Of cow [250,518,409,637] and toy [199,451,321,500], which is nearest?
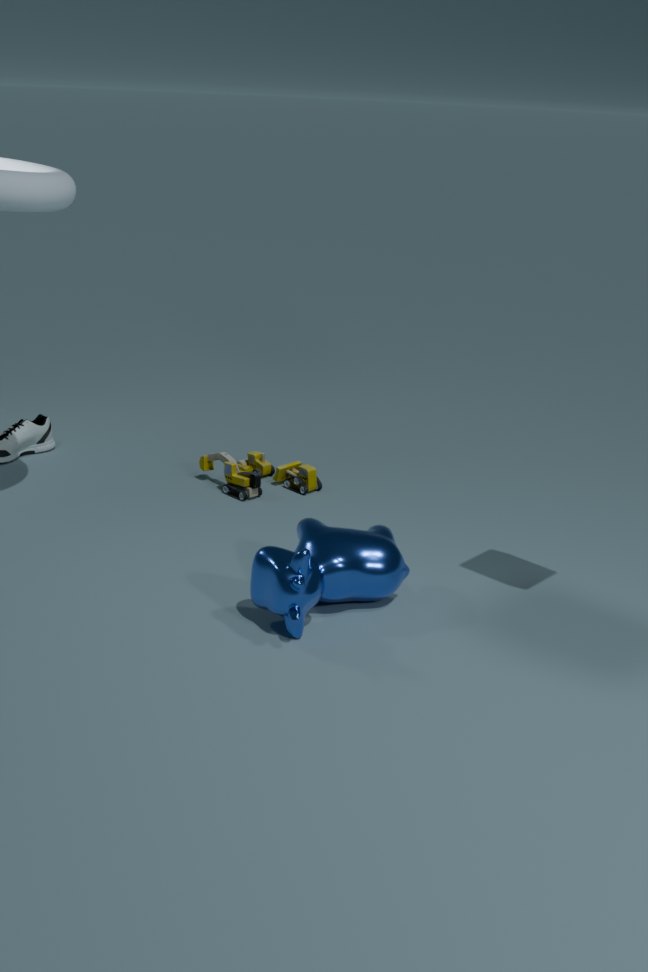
cow [250,518,409,637]
